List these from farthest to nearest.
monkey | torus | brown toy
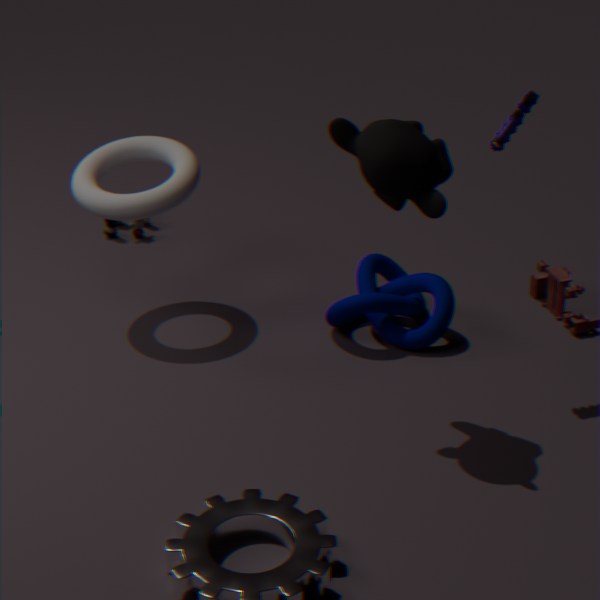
1. brown toy
2. torus
3. monkey
